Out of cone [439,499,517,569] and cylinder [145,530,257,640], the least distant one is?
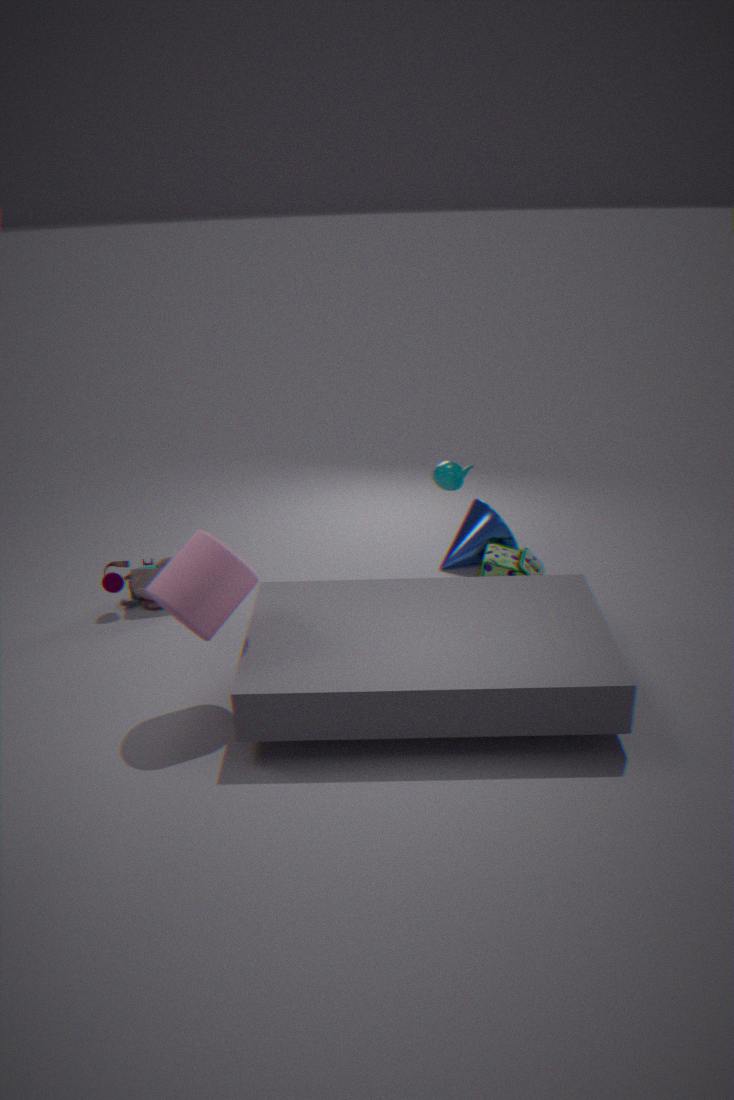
cylinder [145,530,257,640]
